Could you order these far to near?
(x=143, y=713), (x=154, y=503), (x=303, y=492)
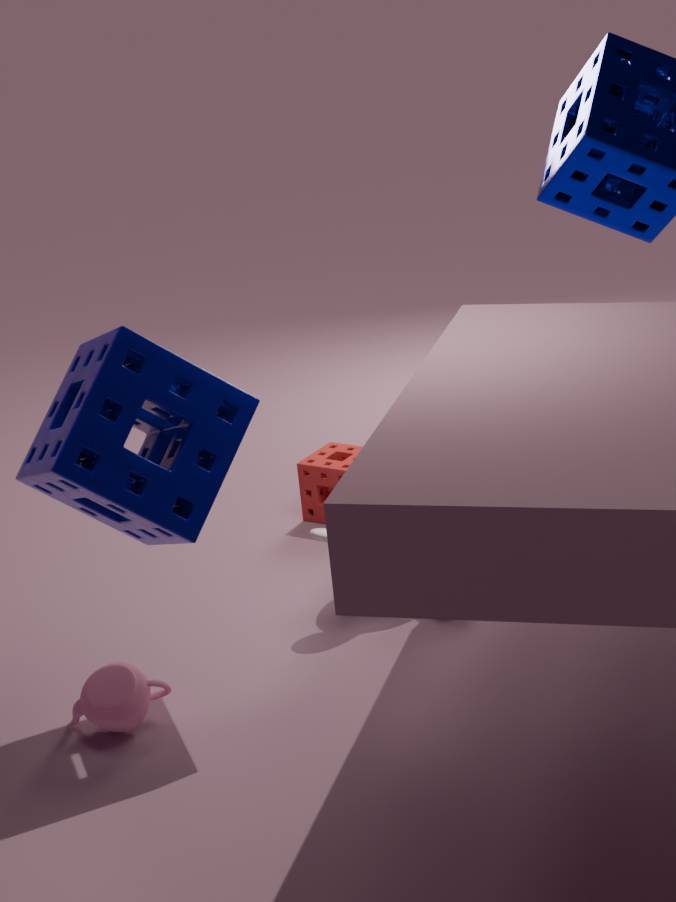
(x=303, y=492), (x=143, y=713), (x=154, y=503)
